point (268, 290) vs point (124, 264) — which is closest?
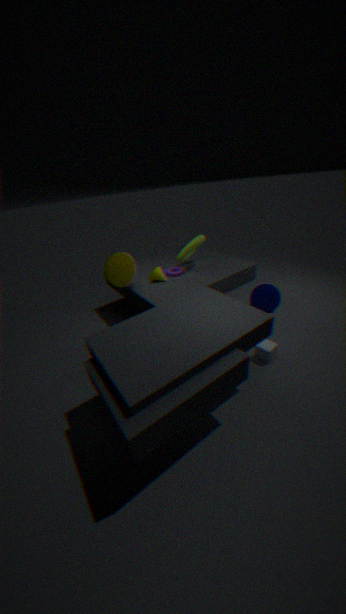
point (124, 264)
